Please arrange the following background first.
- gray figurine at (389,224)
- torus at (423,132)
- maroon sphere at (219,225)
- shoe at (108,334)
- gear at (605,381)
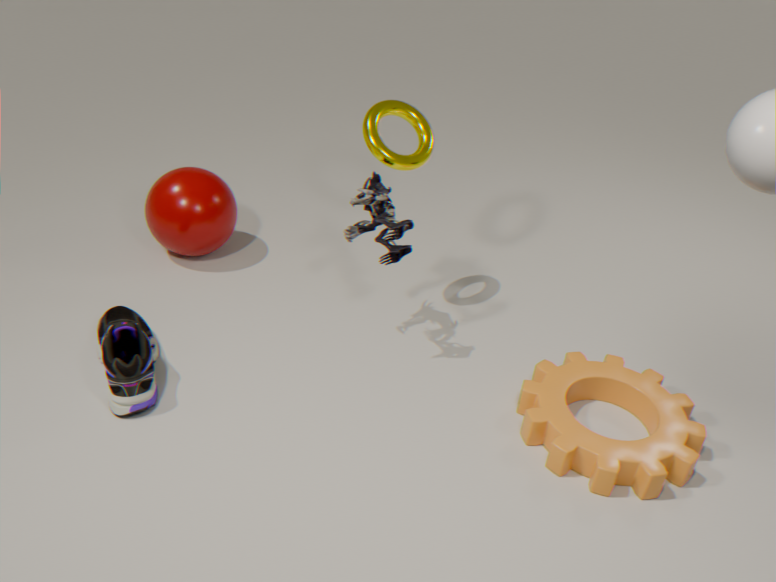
maroon sphere at (219,225) < torus at (423,132) < gray figurine at (389,224) < shoe at (108,334) < gear at (605,381)
